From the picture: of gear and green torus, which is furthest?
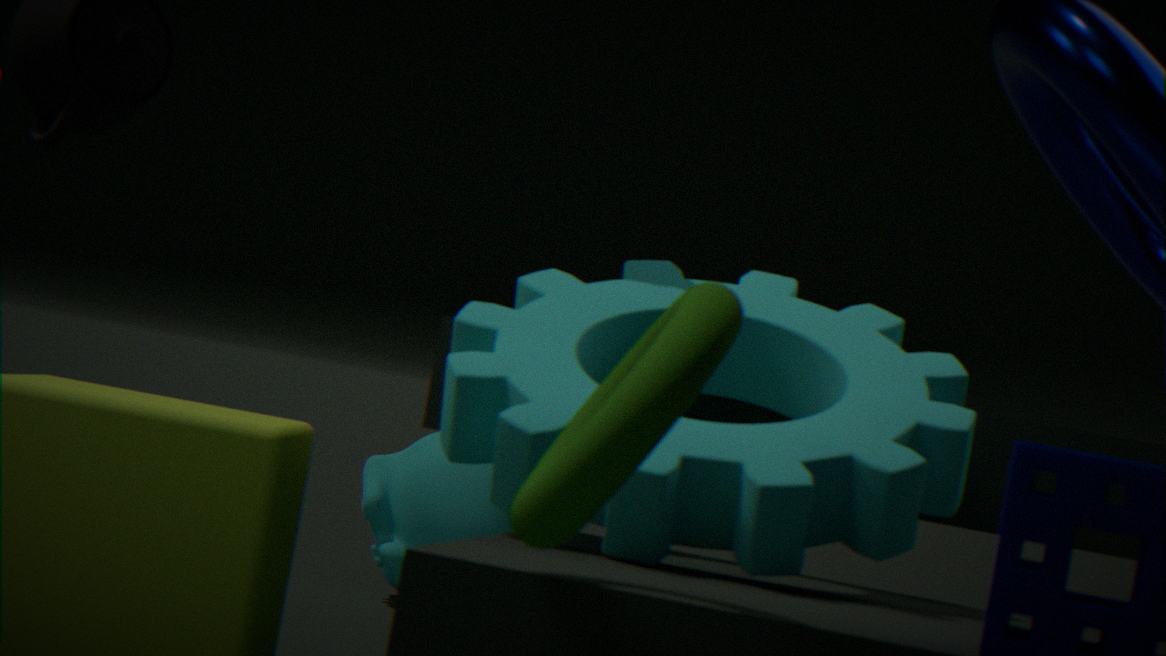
gear
